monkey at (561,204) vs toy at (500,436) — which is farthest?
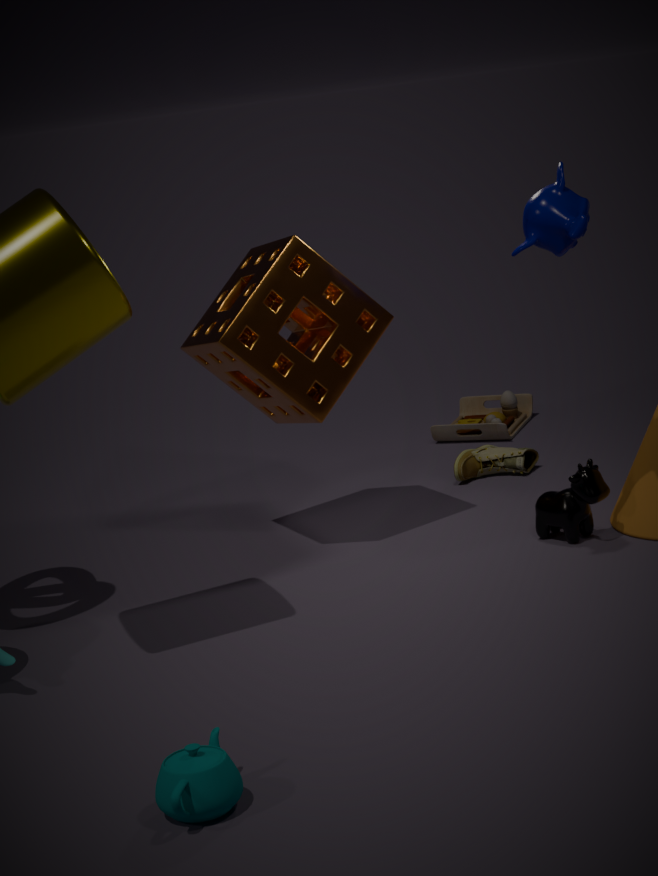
toy at (500,436)
